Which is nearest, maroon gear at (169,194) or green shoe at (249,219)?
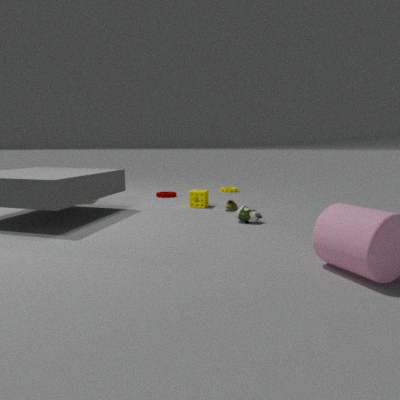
green shoe at (249,219)
